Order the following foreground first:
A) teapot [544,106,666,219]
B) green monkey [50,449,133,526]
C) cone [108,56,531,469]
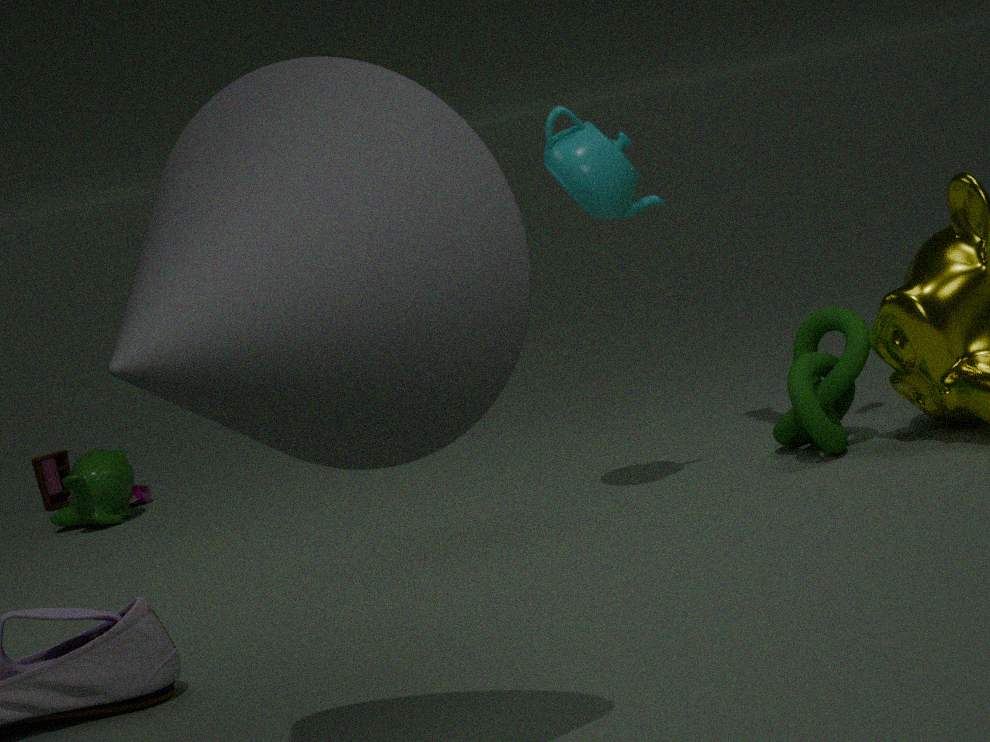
C. cone [108,56,531,469], A. teapot [544,106,666,219], B. green monkey [50,449,133,526]
